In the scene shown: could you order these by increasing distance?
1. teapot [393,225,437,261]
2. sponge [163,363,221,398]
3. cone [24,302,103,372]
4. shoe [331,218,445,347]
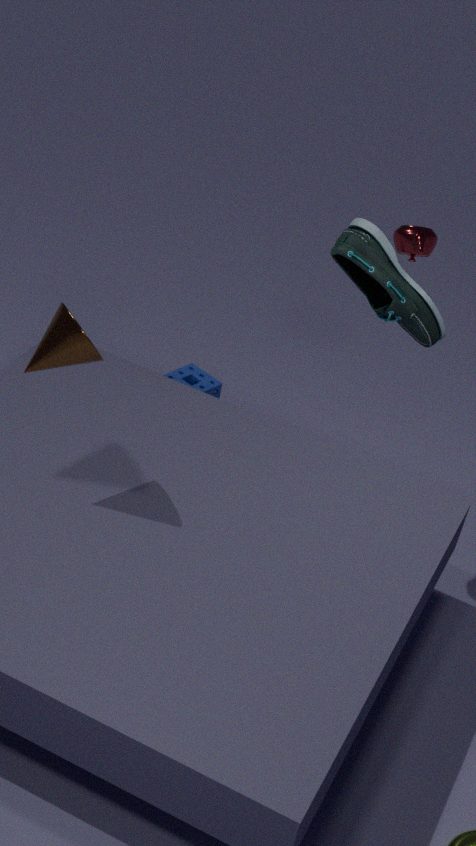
cone [24,302,103,372] → shoe [331,218,445,347] → teapot [393,225,437,261] → sponge [163,363,221,398]
